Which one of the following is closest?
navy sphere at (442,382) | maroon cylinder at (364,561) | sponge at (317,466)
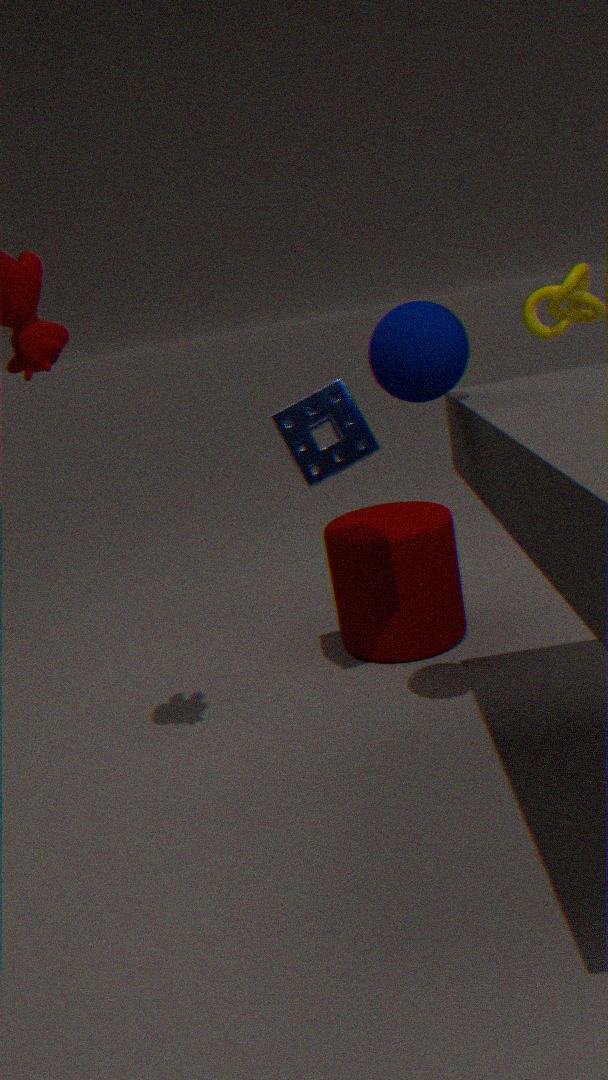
navy sphere at (442,382)
